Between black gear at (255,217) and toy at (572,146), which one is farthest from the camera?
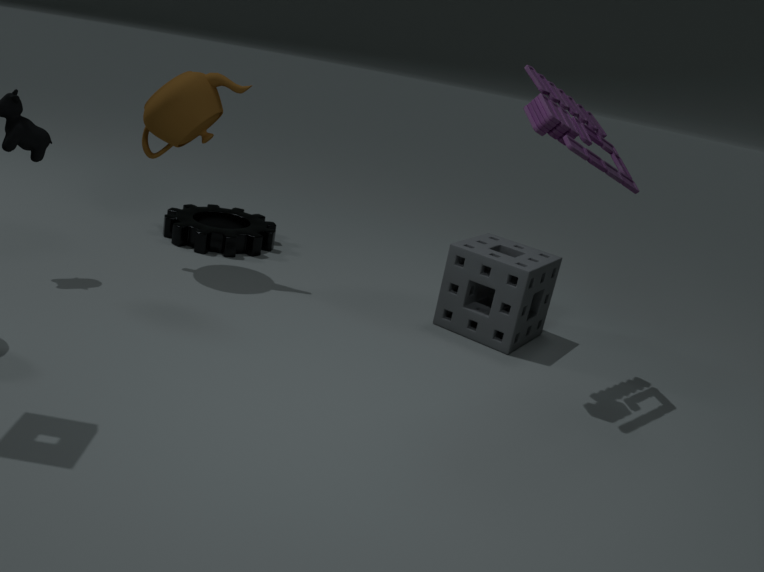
black gear at (255,217)
